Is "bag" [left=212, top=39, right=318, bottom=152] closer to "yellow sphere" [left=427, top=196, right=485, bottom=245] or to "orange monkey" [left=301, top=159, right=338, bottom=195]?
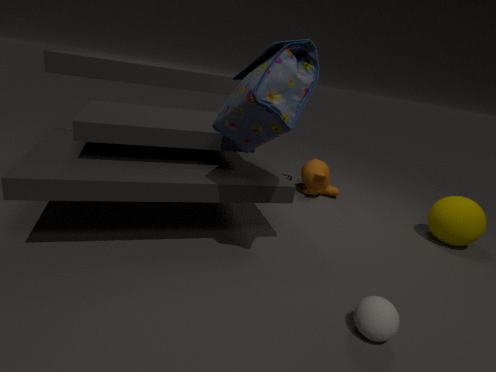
"orange monkey" [left=301, top=159, right=338, bottom=195]
